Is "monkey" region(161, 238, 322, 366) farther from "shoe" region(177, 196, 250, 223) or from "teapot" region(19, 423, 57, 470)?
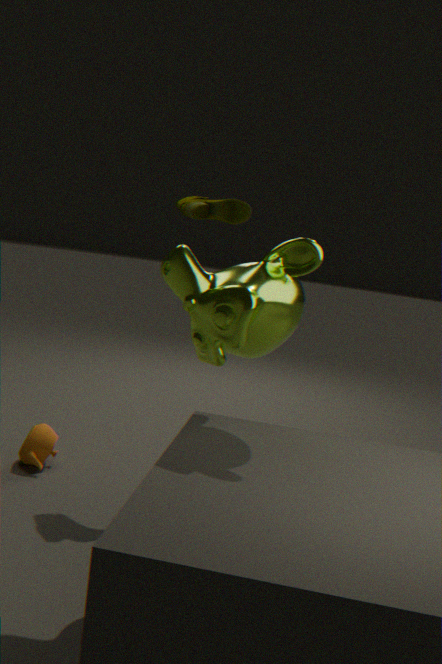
"teapot" region(19, 423, 57, 470)
